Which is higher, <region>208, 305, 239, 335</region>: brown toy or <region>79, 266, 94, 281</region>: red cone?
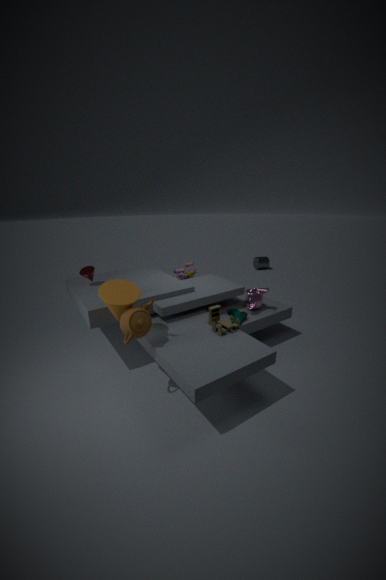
<region>79, 266, 94, 281</region>: red cone
